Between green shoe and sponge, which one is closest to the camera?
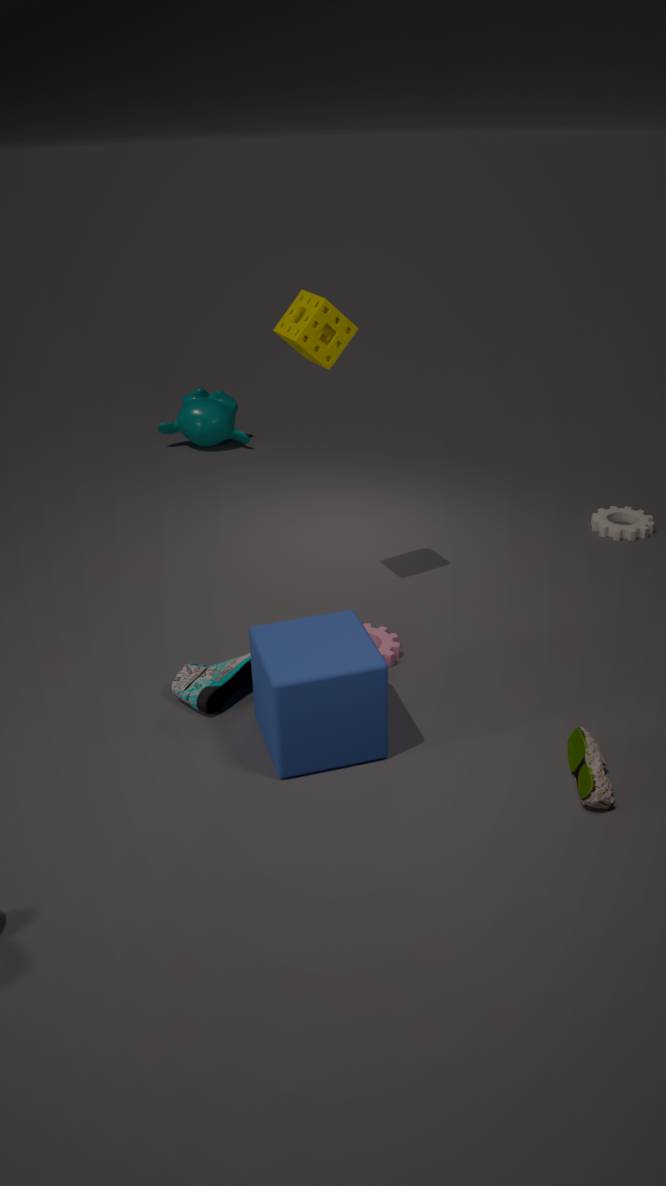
green shoe
